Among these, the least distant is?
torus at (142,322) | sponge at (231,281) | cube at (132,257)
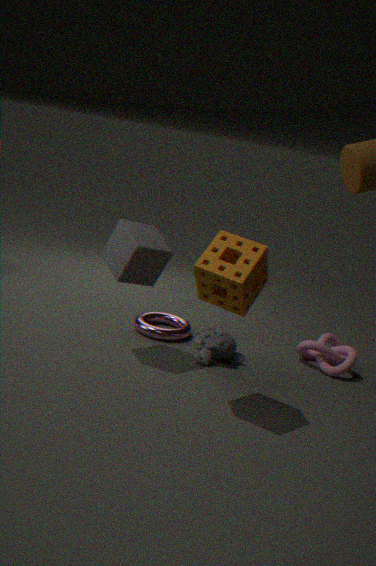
sponge at (231,281)
